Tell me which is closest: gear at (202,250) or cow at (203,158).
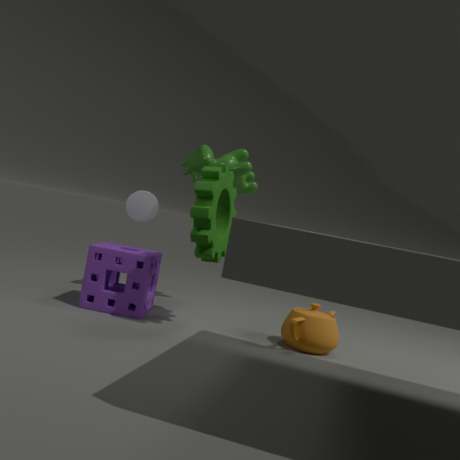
gear at (202,250)
